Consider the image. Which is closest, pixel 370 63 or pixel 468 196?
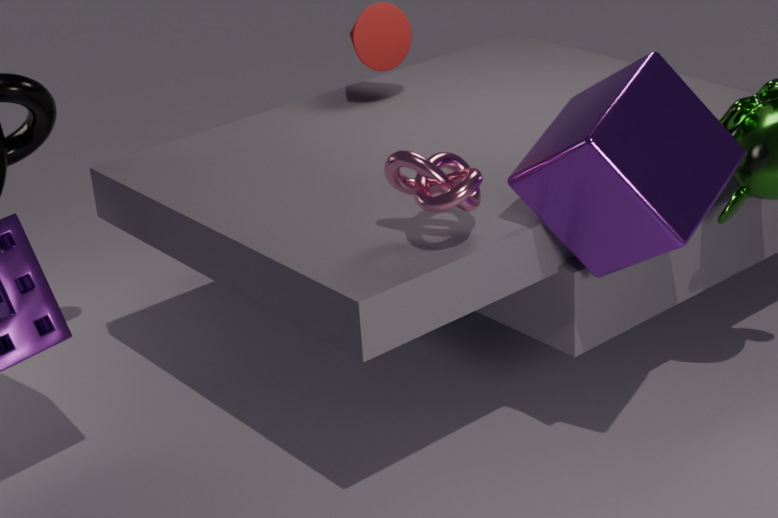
pixel 468 196
